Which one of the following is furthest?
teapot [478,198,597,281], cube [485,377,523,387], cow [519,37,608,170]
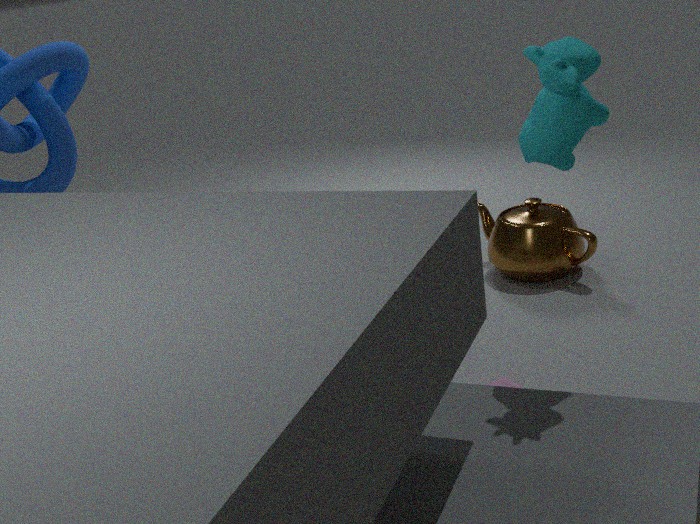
teapot [478,198,597,281]
